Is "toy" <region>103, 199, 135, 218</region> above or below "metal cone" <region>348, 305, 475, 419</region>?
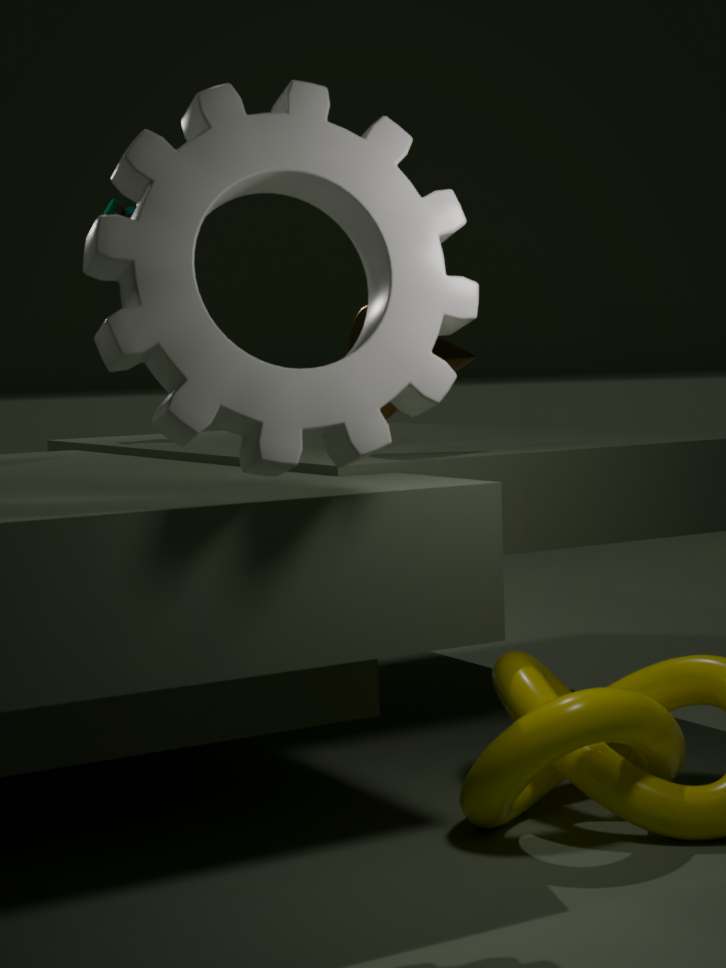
above
